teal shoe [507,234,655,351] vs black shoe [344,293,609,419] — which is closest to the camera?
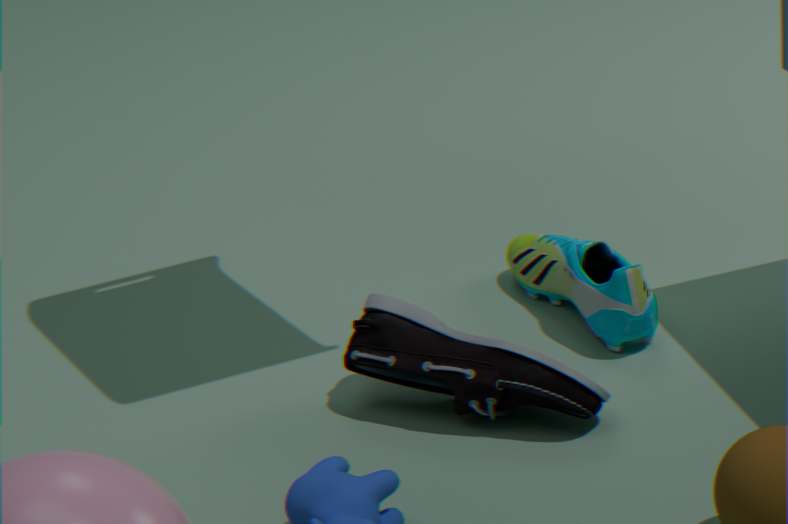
black shoe [344,293,609,419]
